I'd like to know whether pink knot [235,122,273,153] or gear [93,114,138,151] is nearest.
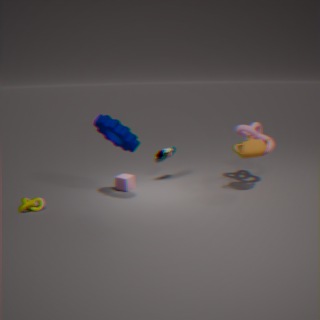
gear [93,114,138,151]
